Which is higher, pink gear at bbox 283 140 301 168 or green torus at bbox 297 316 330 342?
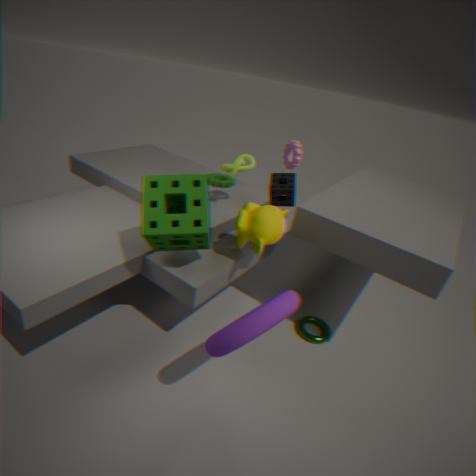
pink gear at bbox 283 140 301 168
